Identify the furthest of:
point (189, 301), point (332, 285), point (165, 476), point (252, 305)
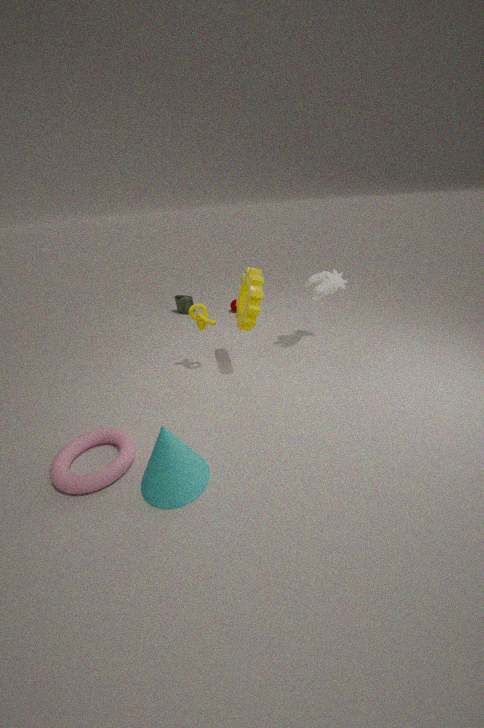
point (189, 301)
